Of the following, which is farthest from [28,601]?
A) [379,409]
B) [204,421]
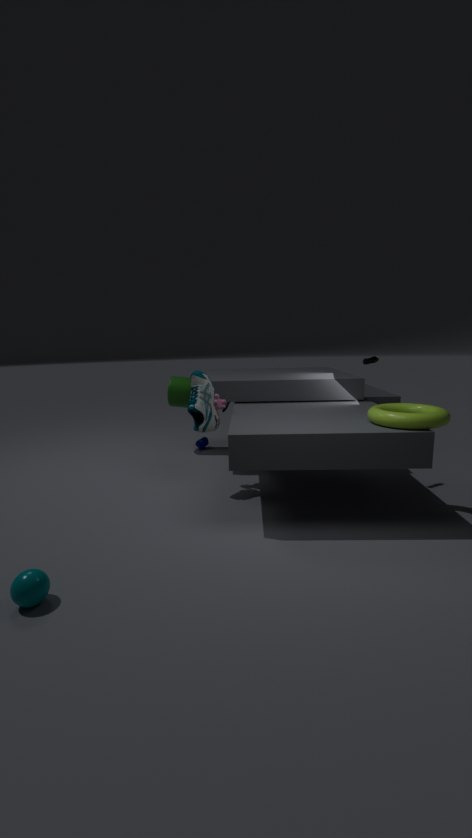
[379,409]
